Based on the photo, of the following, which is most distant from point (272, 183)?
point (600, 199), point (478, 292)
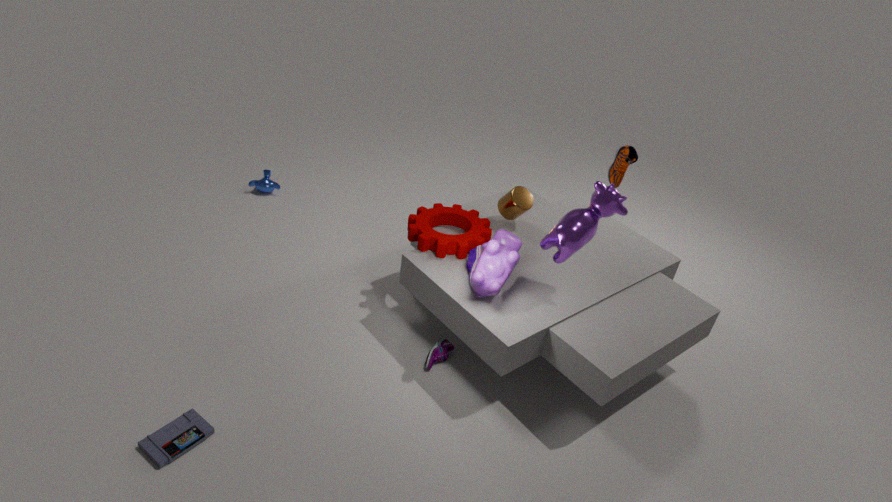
point (600, 199)
